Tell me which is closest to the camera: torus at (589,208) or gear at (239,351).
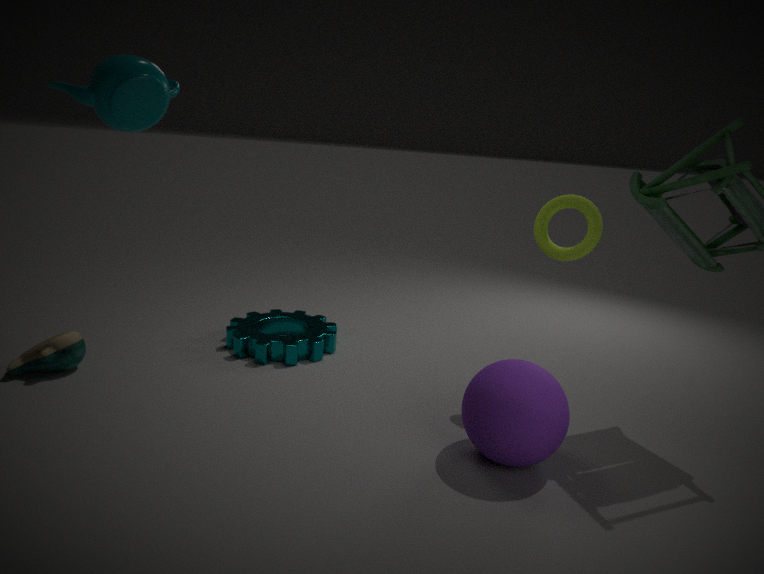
torus at (589,208)
